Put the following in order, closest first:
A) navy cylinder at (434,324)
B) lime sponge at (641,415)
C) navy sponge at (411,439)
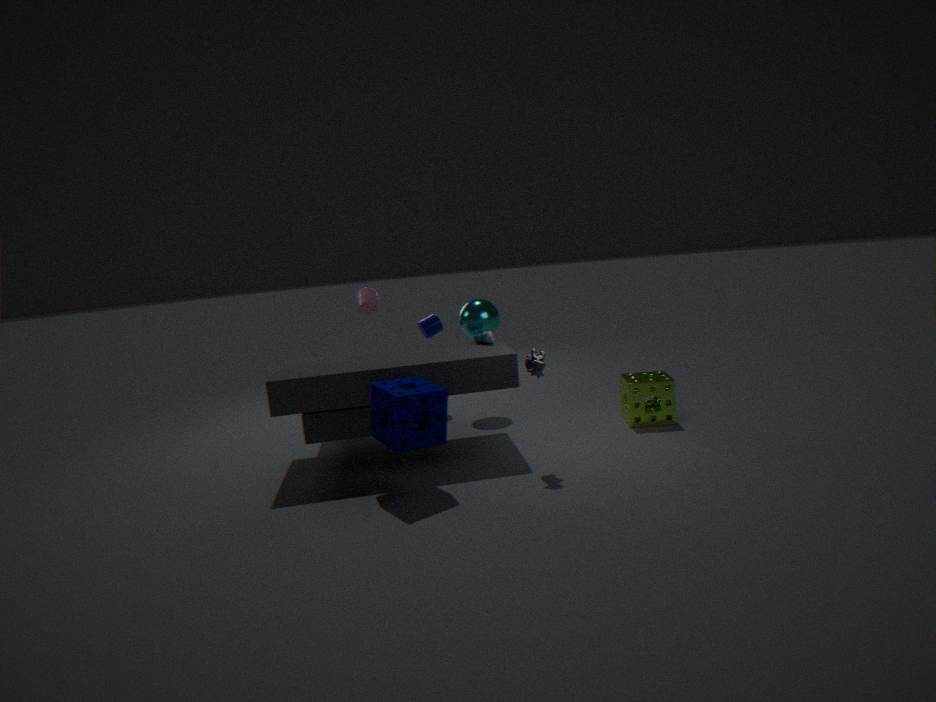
C. navy sponge at (411,439) → B. lime sponge at (641,415) → A. navy cylinder at (434,324)
